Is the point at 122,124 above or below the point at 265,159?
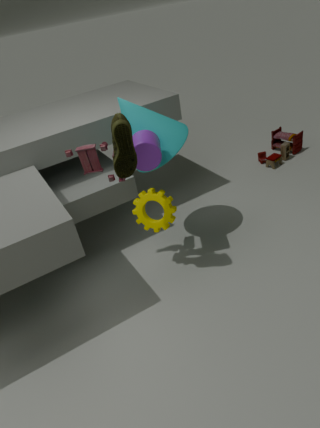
above
